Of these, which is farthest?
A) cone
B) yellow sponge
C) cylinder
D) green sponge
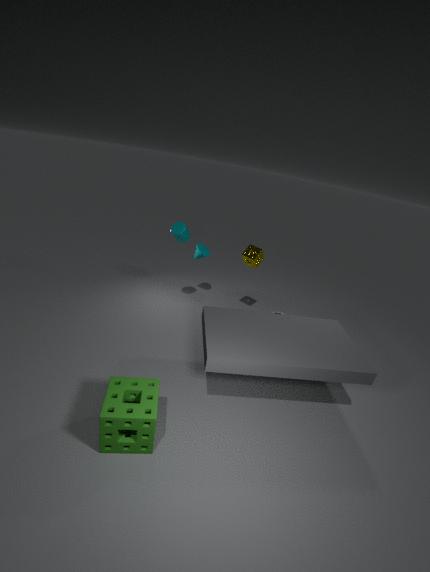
A. cone
